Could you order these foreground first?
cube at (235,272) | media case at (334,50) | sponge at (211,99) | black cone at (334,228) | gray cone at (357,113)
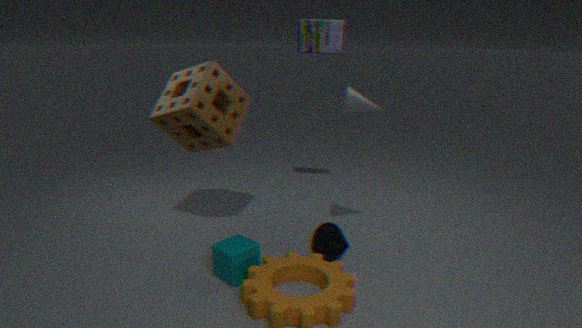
1. cube at (235,272)
2. gray cone at (357,113)
3. black cone at (334,228)
4. sponge at (211,99)
5. media case at (334,50)
